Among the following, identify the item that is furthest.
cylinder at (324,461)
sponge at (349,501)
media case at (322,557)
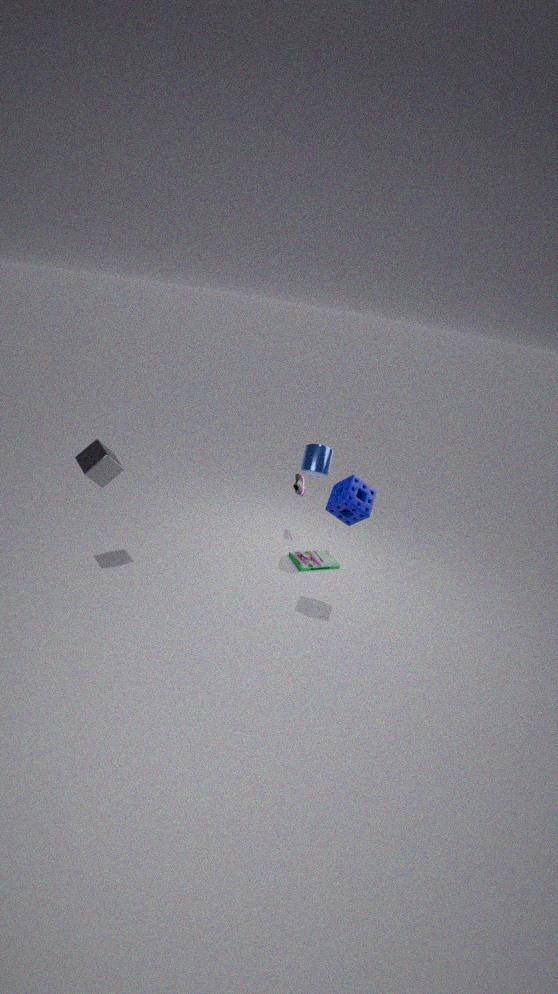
media case at (322,557)
